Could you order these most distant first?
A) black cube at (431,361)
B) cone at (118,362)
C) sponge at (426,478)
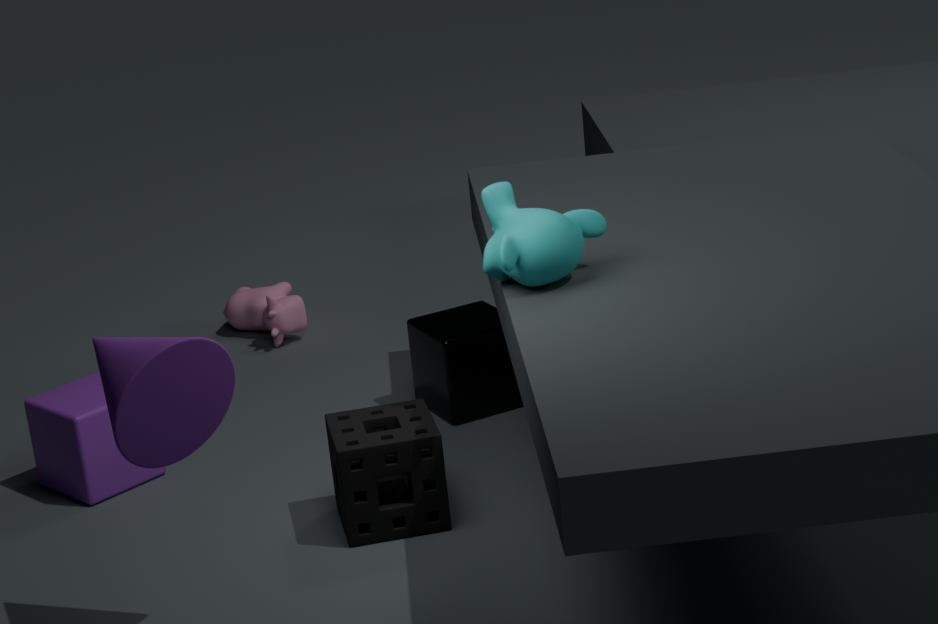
black cube at (431,361), sponge at (426,478), cone at (118,362)
